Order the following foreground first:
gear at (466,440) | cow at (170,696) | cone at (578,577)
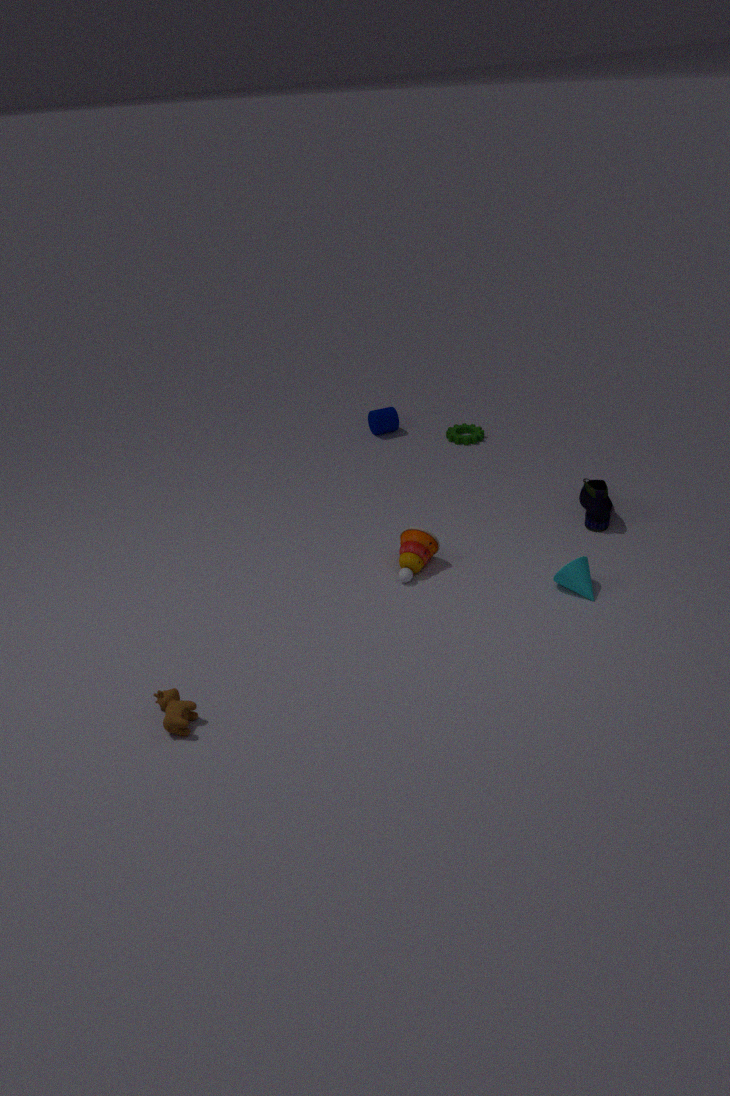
1. cow at (170,696)
2. cone at (578,577)
3. gear at (466,440)
